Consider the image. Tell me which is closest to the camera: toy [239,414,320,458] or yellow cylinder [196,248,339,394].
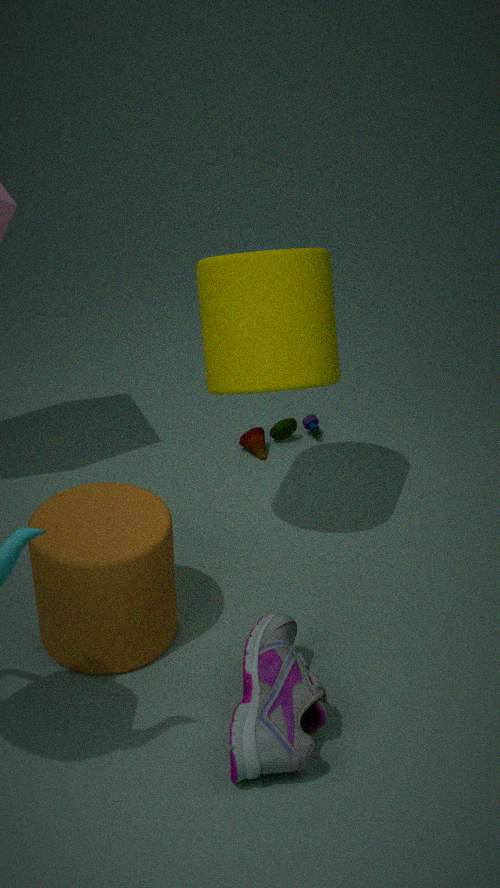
yellow cylinder [196,248,339,394]
